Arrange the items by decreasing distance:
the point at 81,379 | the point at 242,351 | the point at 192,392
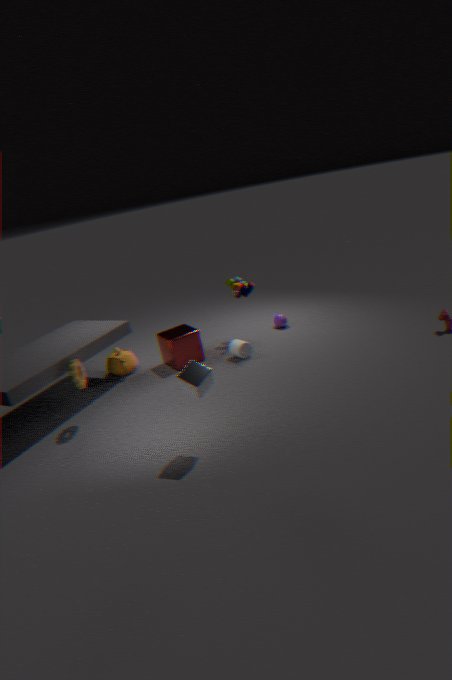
the point at 242,351
the point at 81,379
the point at 192,392
